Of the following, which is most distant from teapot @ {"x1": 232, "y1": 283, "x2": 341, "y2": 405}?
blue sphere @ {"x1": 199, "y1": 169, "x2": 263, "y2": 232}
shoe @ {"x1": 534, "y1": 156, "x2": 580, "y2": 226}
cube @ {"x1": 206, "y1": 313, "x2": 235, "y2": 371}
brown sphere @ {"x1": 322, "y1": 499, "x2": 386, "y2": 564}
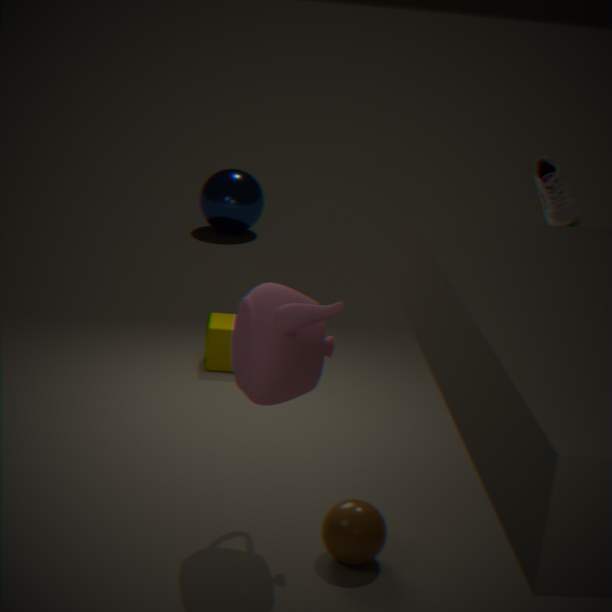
blue sphere @ {"x1": 199, "y1": 169, "x2": 263, "y2": 232}
